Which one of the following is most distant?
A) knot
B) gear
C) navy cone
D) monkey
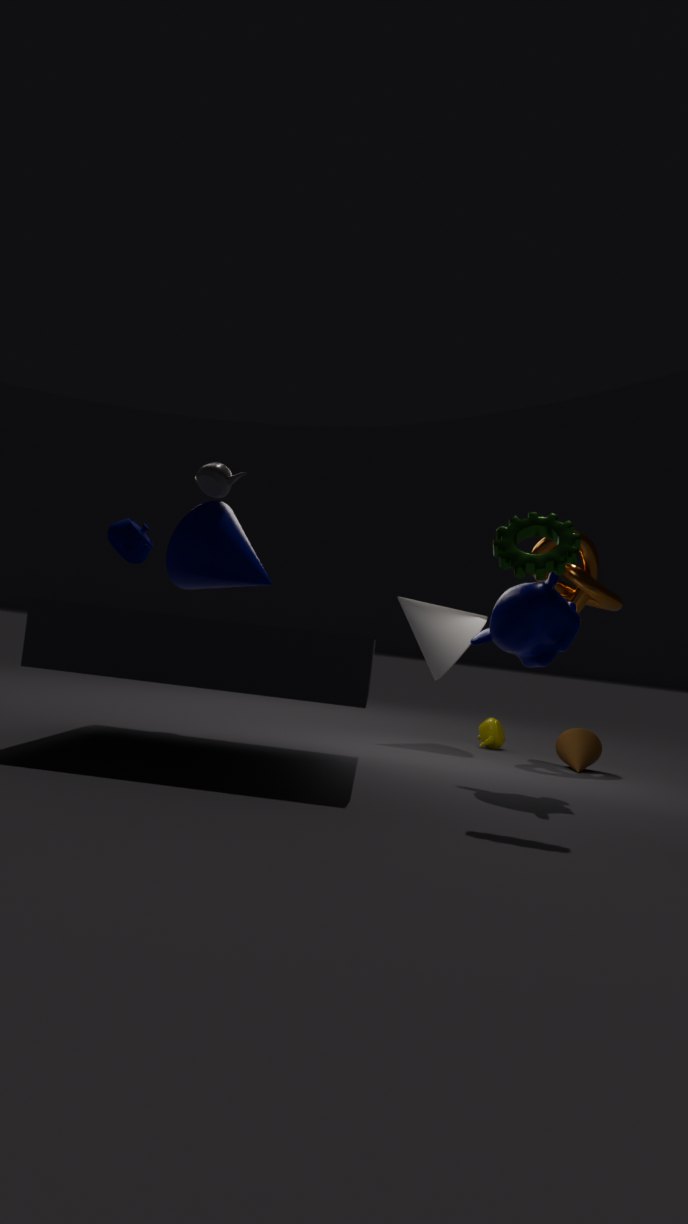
knot
